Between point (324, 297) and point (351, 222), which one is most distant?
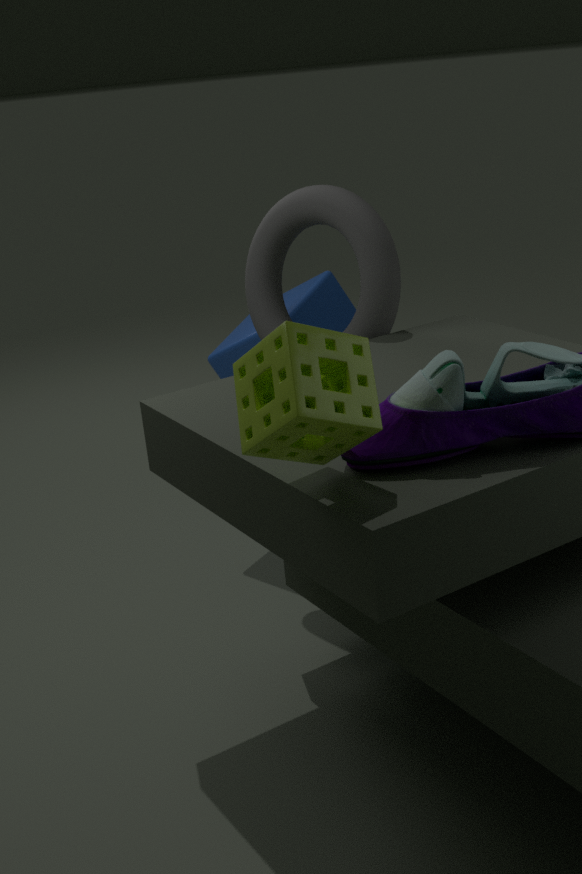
point (324, 297)
